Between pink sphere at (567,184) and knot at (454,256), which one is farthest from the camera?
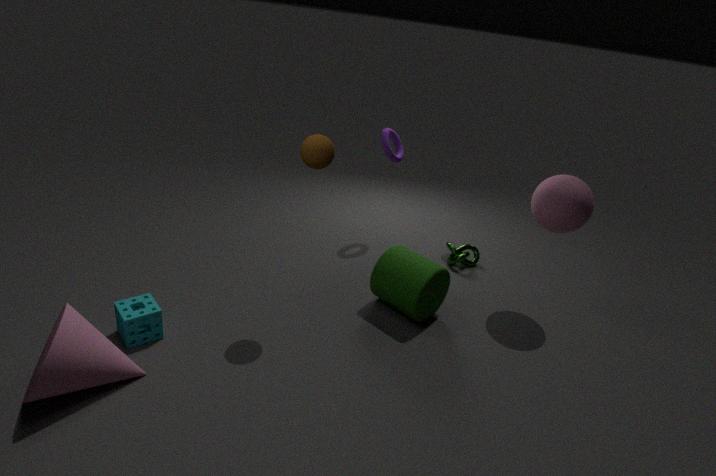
knot at (454,256)
